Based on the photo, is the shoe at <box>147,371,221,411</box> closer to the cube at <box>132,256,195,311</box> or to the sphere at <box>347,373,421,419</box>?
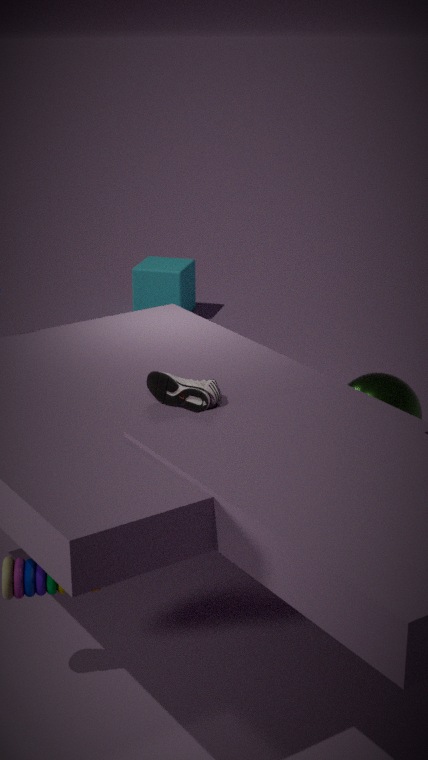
the sphere at <box>347,373,421,419</box>
